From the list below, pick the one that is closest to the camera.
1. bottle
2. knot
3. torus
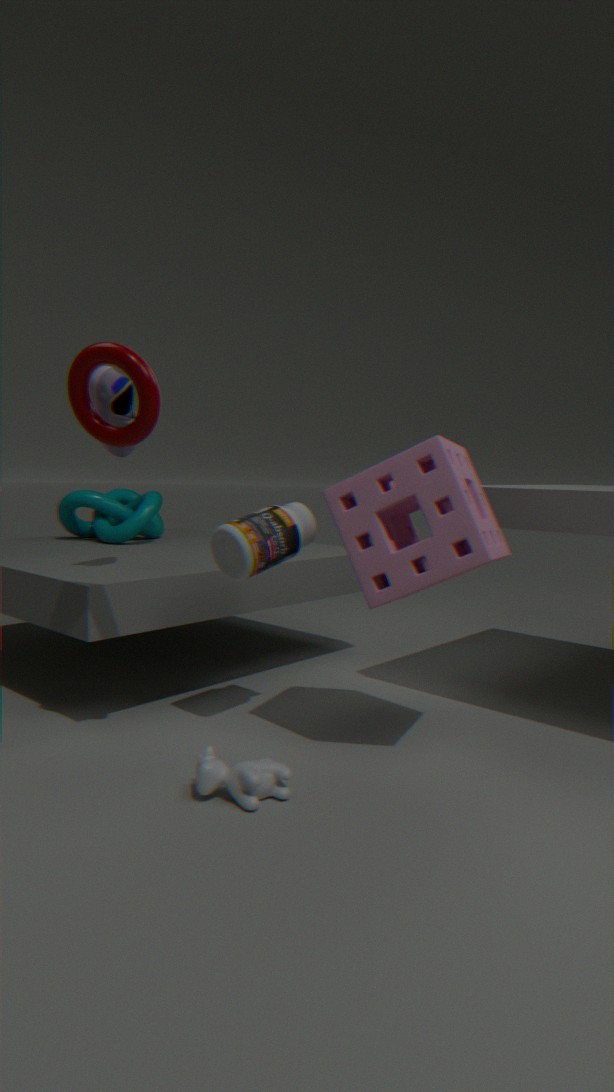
torus
